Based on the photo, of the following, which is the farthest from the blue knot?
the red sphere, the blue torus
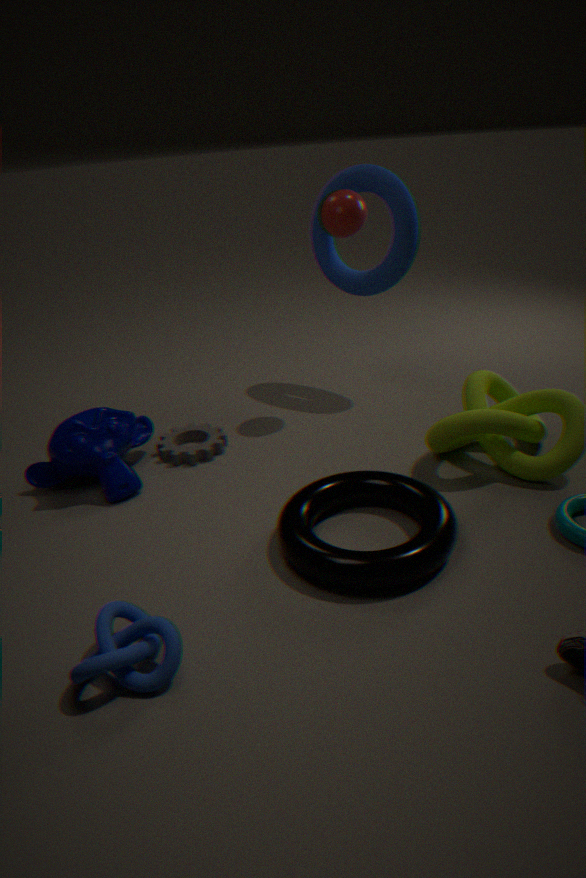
the blue torus
